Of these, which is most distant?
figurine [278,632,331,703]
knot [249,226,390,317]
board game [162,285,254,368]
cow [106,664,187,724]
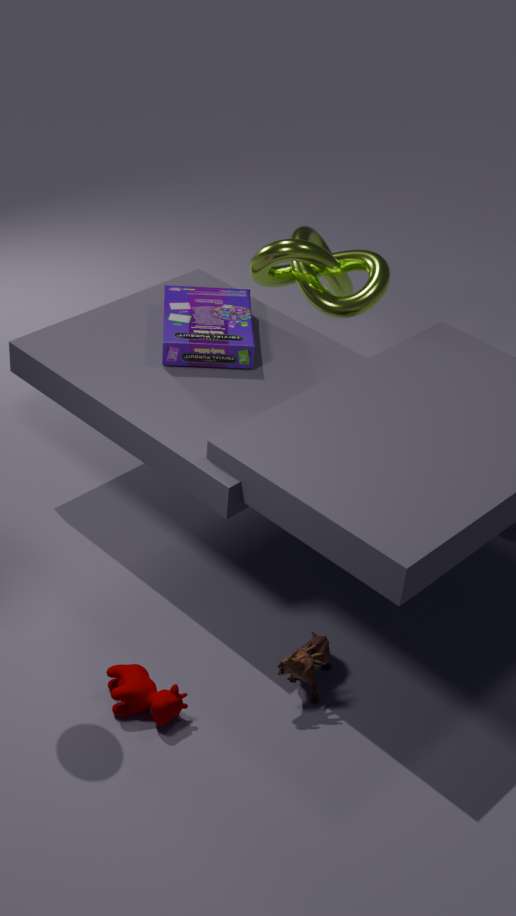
knot [249,226,390,317]
